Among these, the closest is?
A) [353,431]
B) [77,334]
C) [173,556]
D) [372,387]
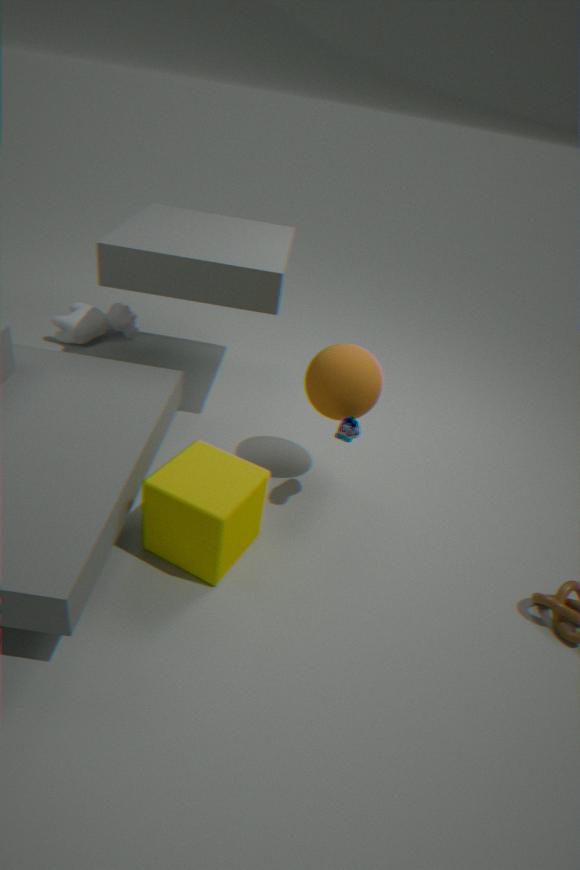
[173,556]
